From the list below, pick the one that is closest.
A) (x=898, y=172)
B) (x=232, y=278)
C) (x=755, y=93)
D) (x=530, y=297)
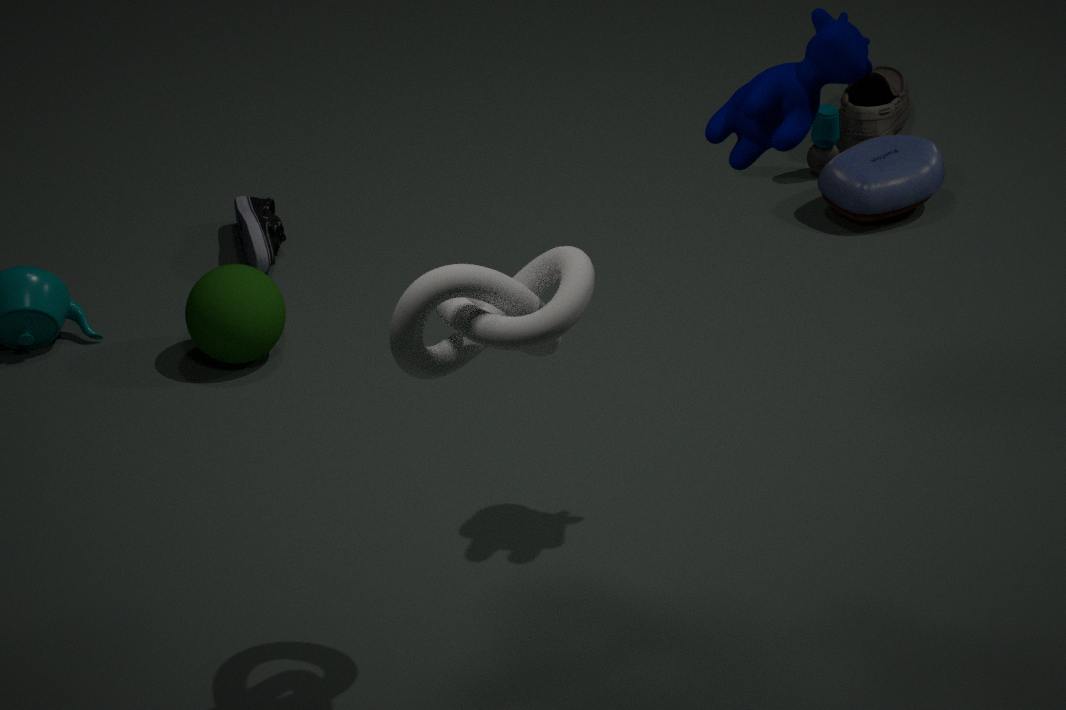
(x=530, y=297)
